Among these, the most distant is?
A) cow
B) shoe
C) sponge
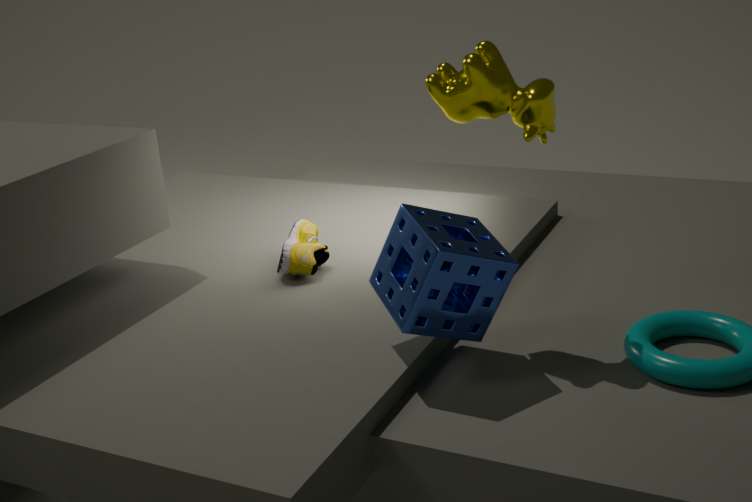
shoe
